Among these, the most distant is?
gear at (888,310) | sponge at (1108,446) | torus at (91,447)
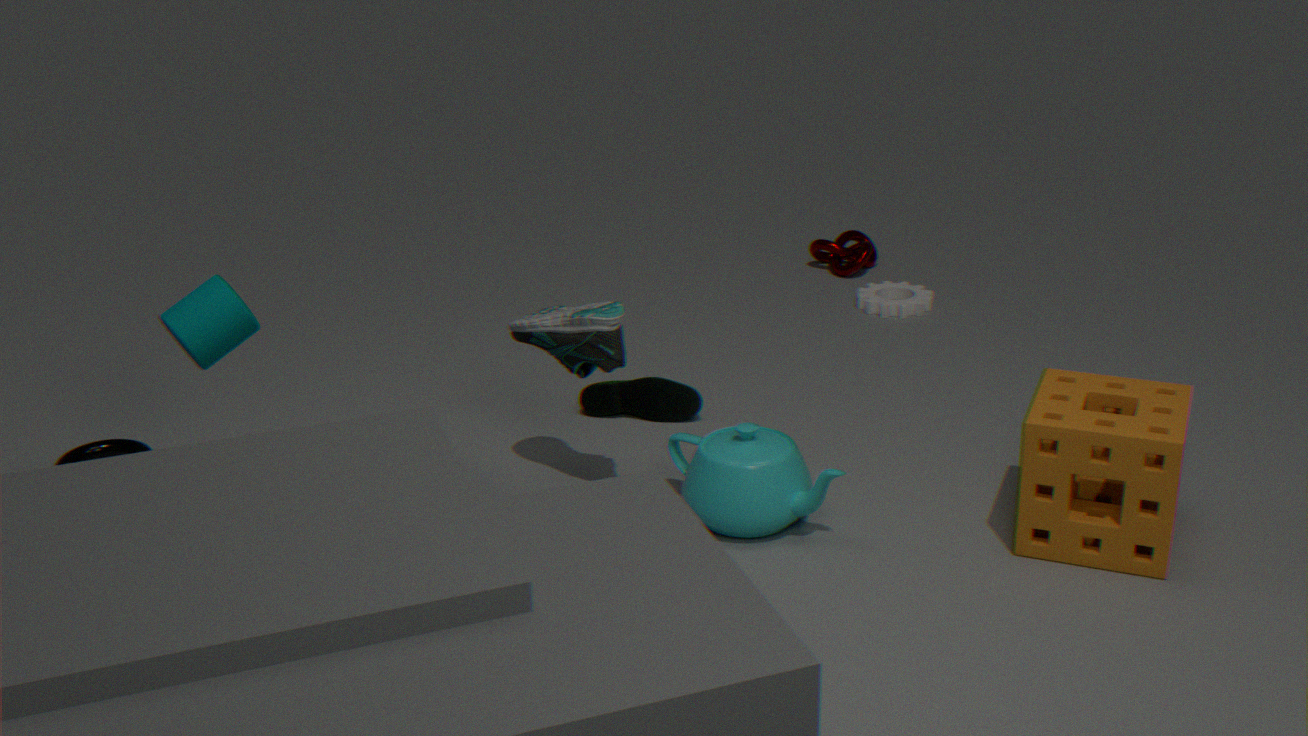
gear at (888,310)
